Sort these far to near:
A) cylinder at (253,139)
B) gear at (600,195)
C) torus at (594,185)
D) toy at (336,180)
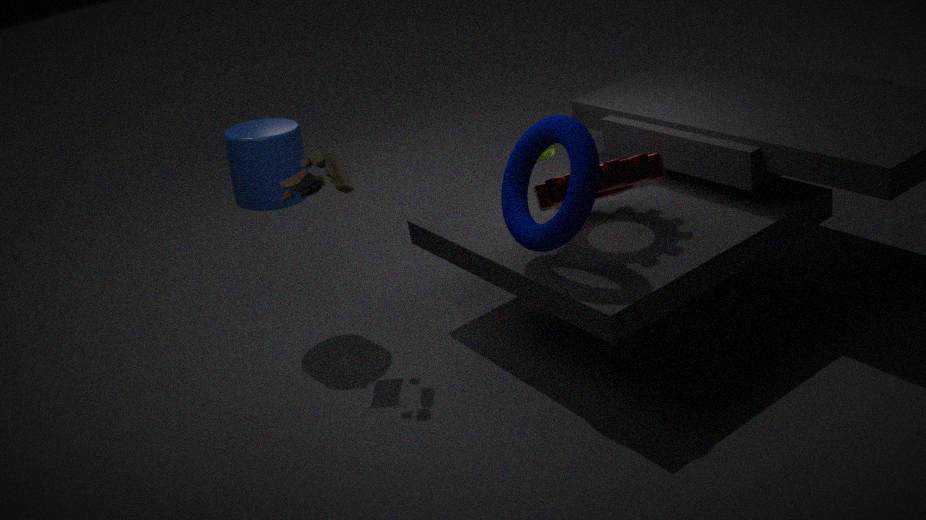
cylinder at (253,139) → toy at (336,180) → gear at (600,195) → torus at (594,185)
